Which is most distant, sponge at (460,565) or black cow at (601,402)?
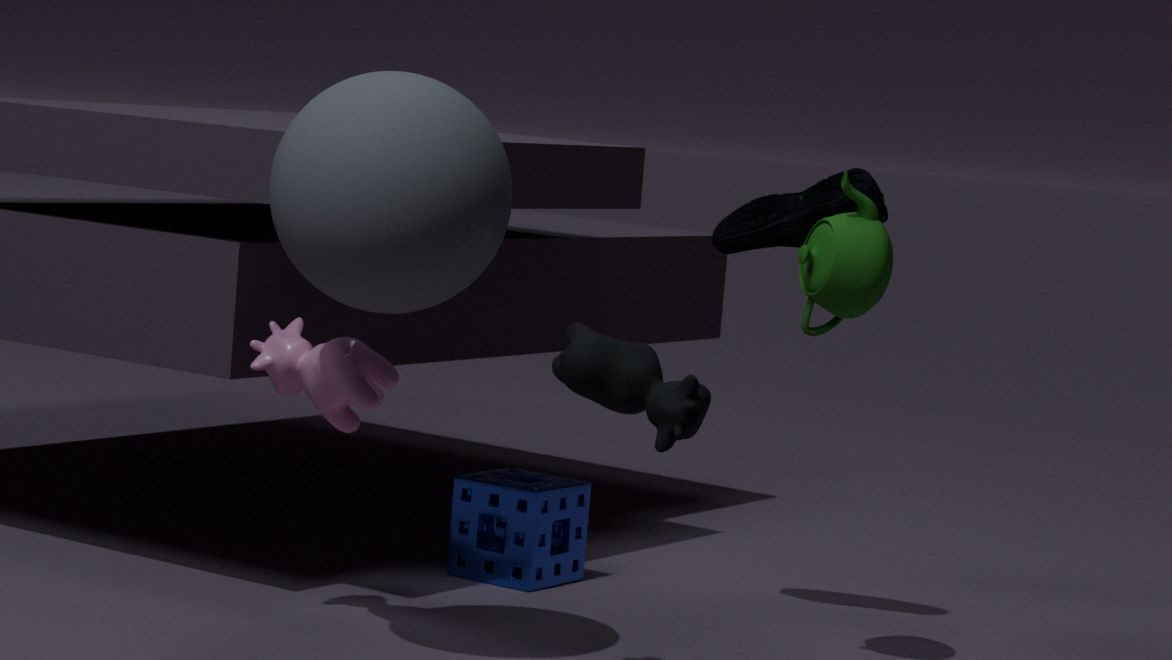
sponge at (460,565)
